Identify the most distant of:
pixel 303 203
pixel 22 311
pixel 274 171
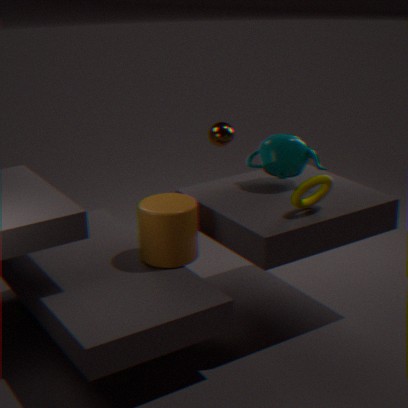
pixel 22 311
